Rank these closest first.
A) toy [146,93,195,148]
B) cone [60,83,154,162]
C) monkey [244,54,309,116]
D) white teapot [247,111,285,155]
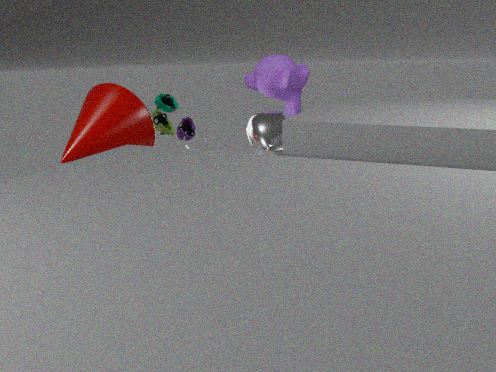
cone [60,83,154,162] < white teapot [247,111,285,155] < monkey [244,54,309,116] < toy [146,93,195,148]
